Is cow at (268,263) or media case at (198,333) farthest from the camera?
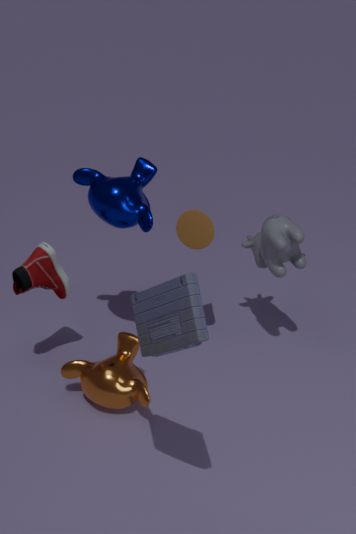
cow at (268,263)
